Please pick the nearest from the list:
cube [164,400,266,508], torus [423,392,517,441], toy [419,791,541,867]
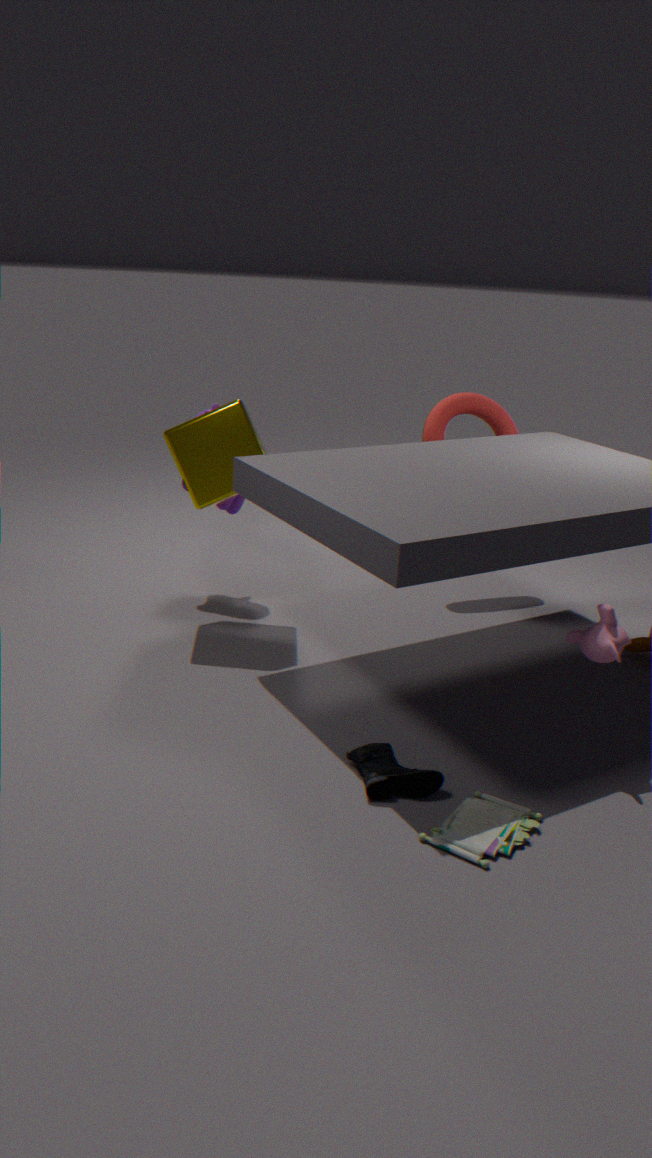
toy [419,791,541,867]
